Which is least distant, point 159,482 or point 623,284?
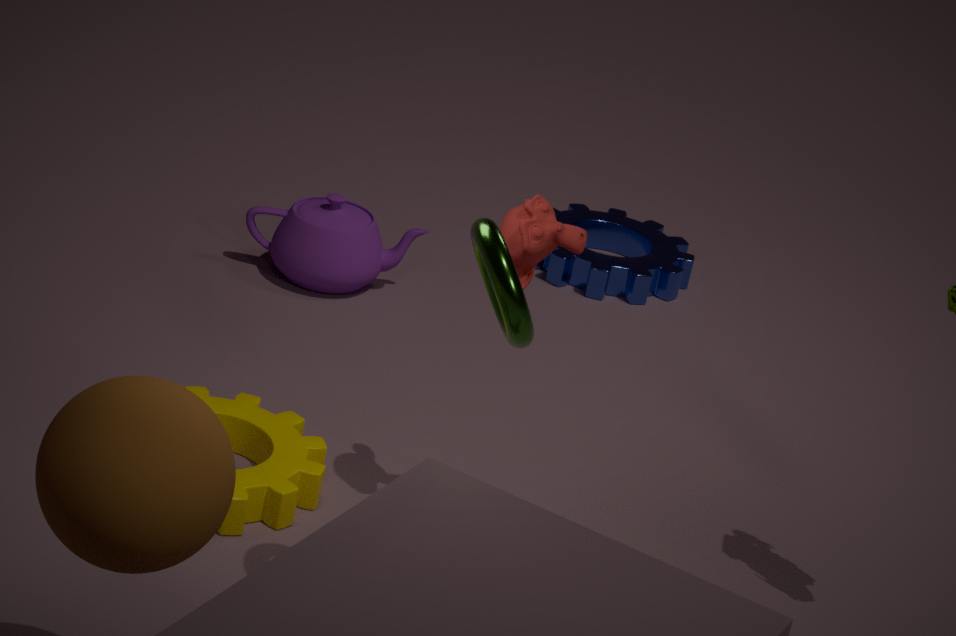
point 159,482
